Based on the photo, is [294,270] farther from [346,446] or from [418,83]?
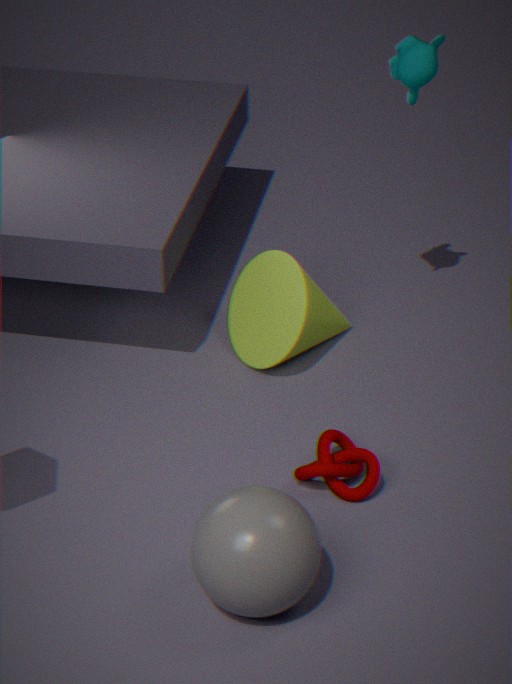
[418,83]
